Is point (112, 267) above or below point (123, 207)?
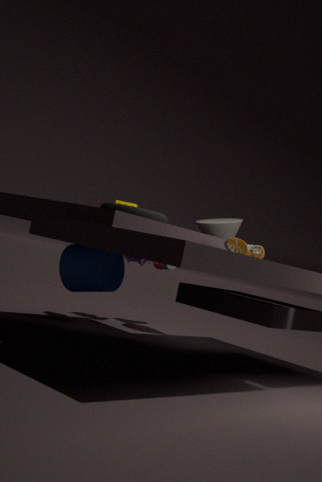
below
